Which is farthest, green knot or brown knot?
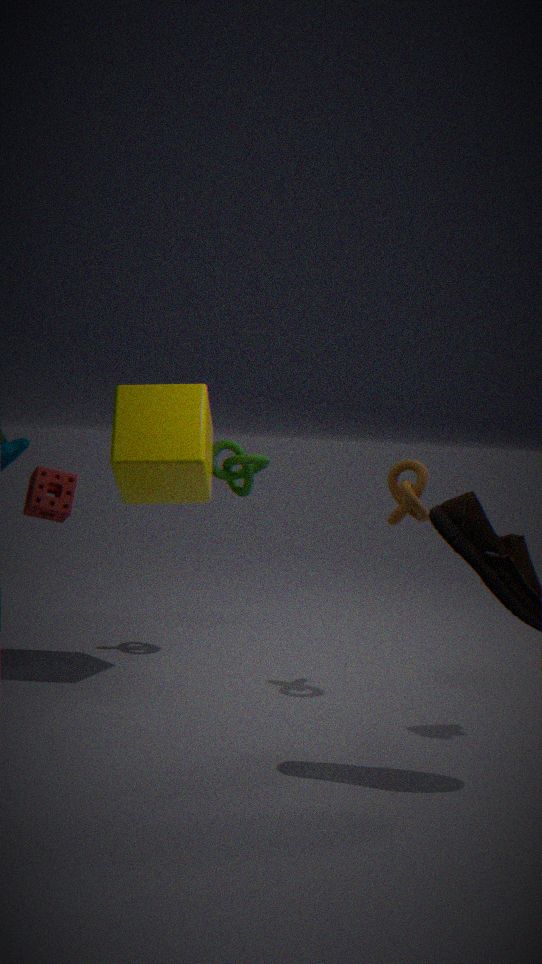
green knot
